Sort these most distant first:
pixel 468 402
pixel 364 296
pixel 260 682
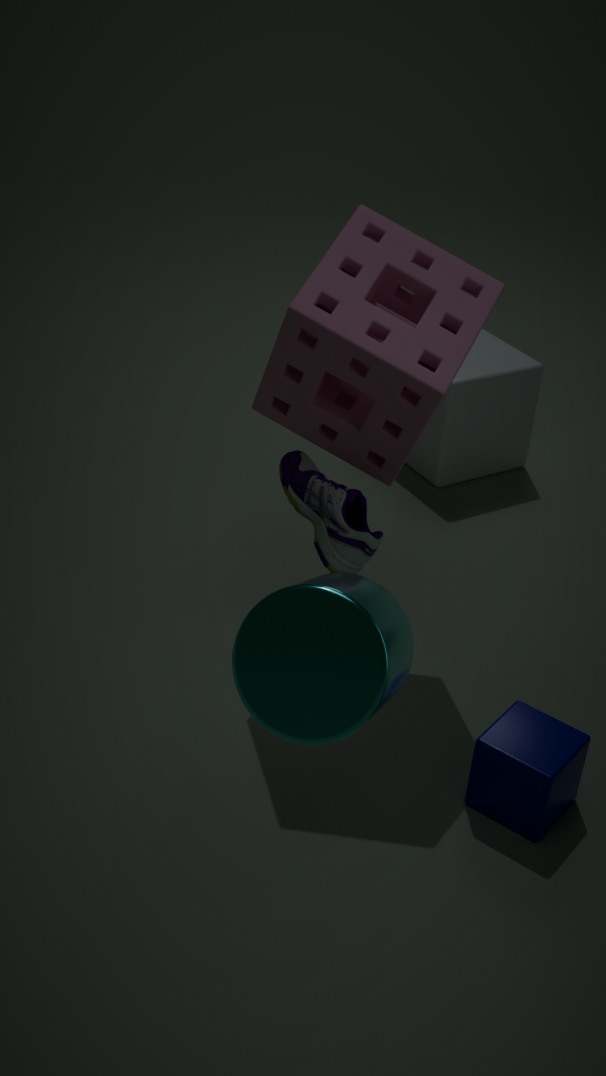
pixel 468 402, pixel 364 296, pixel 260 682
